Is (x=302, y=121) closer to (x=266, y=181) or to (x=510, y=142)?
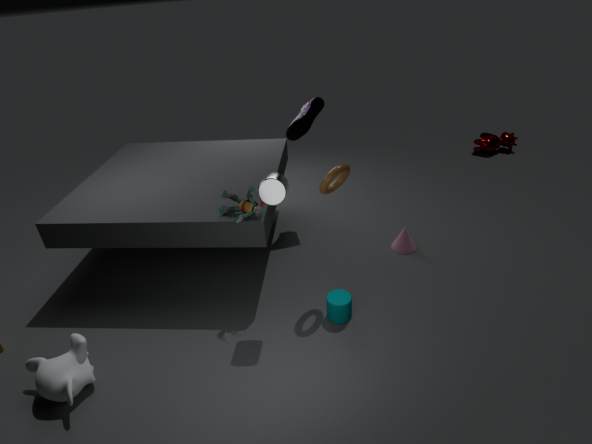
(x=266, y=181)
